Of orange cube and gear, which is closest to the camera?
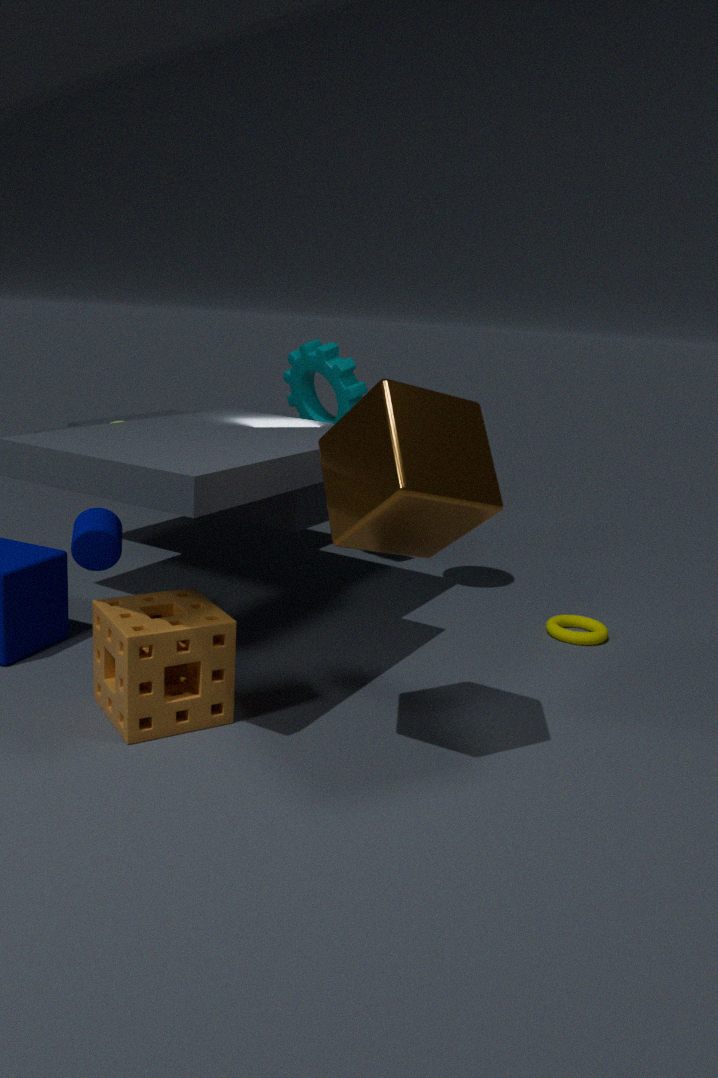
orange cube
